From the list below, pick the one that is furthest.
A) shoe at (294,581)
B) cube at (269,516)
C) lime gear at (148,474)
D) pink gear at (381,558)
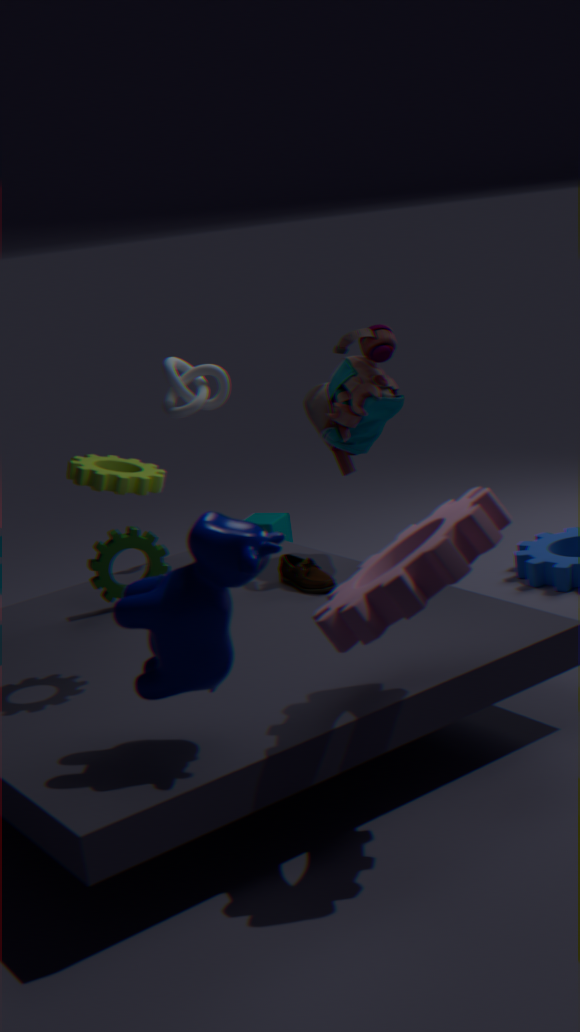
cube at (269,516)
